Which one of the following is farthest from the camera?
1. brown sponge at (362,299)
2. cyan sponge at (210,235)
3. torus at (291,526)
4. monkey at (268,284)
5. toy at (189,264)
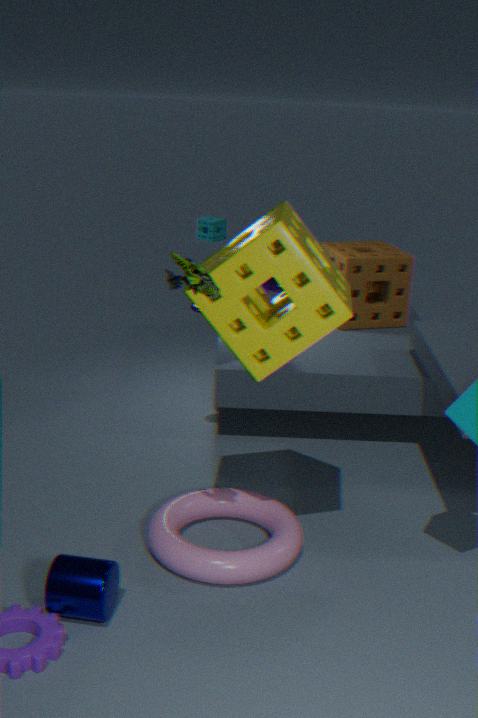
cyan sponge at (210,235)
